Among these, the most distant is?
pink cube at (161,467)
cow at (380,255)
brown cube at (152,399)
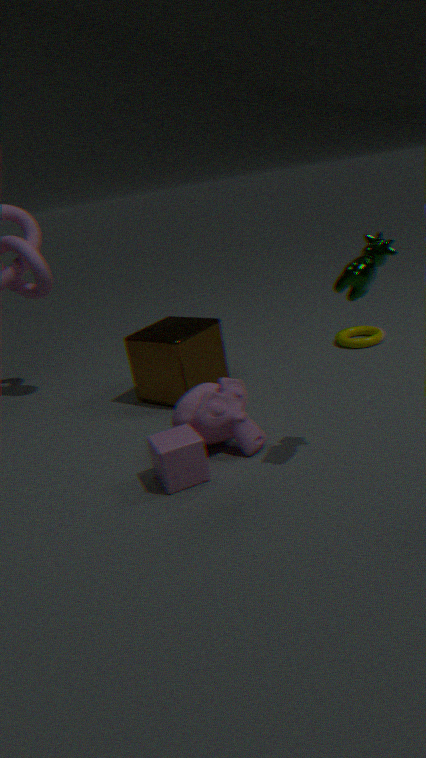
brown cube at (152,399)
